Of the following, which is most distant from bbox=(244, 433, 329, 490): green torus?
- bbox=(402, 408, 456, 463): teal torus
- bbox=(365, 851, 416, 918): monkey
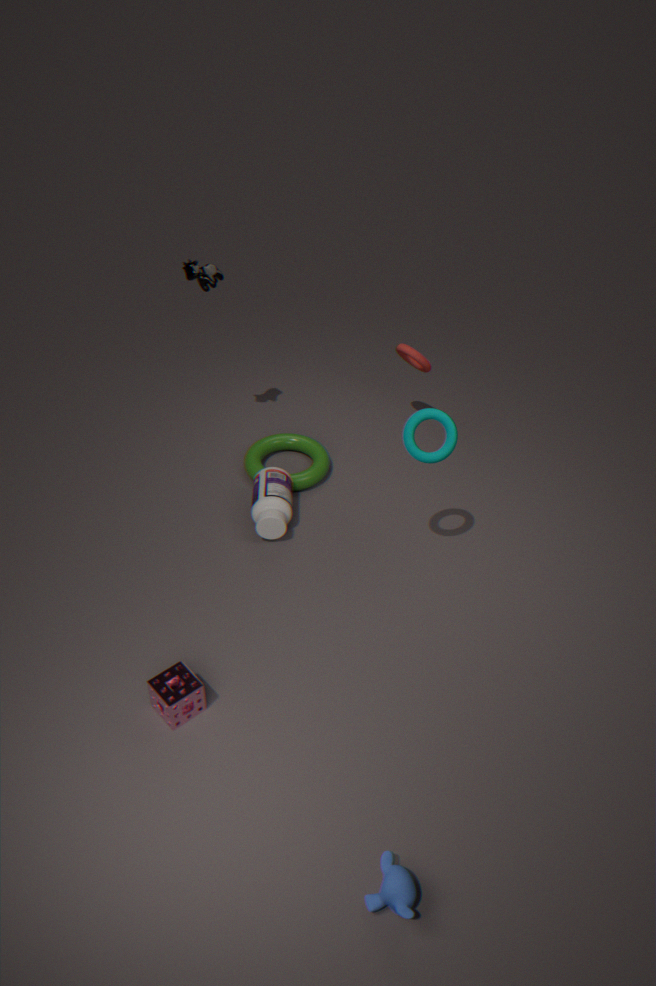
bbox=(365, 851, 416, 918): monkey
